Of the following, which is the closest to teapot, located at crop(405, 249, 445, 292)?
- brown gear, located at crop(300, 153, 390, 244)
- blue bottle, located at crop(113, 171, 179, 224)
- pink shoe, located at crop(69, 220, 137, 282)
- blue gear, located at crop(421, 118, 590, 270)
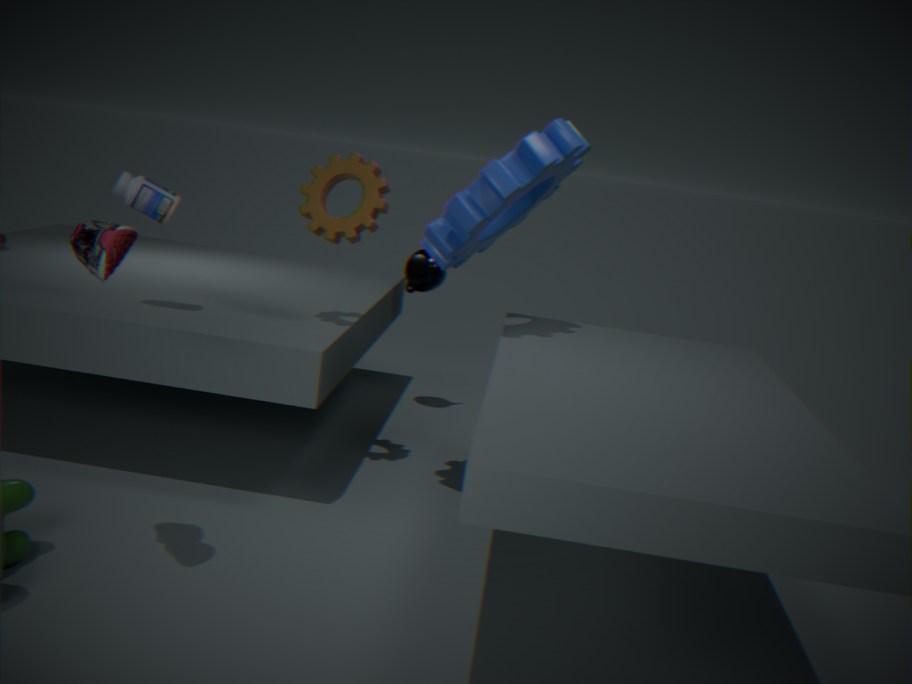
blue gear, located at crop(421, 118, 590, 270)
